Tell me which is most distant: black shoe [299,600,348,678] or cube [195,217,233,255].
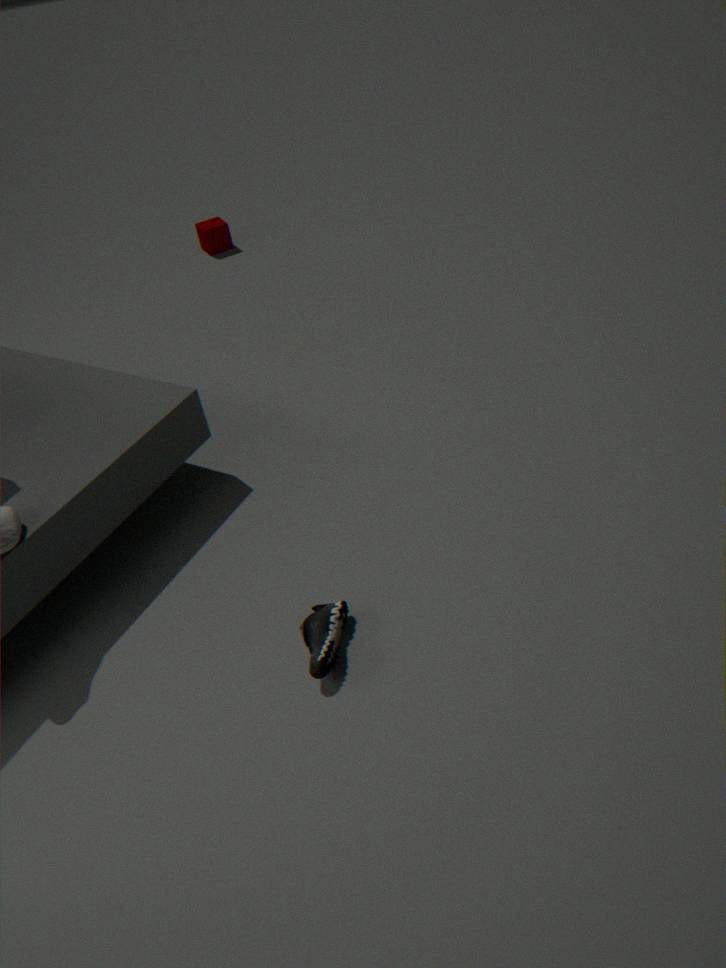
cube [195,217,233,255]
